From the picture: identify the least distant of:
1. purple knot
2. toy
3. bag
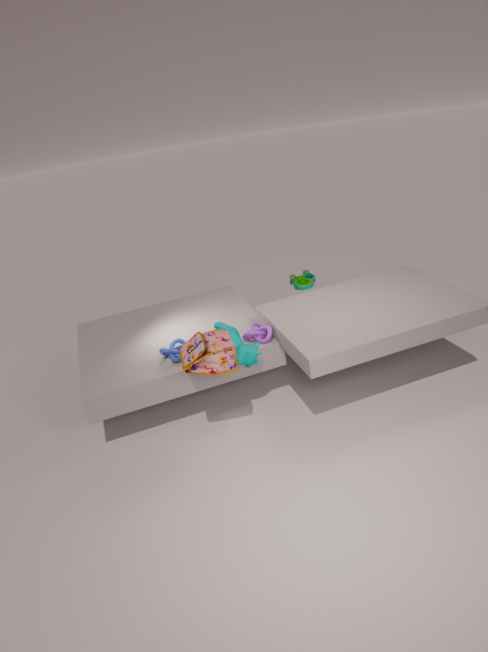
bag
